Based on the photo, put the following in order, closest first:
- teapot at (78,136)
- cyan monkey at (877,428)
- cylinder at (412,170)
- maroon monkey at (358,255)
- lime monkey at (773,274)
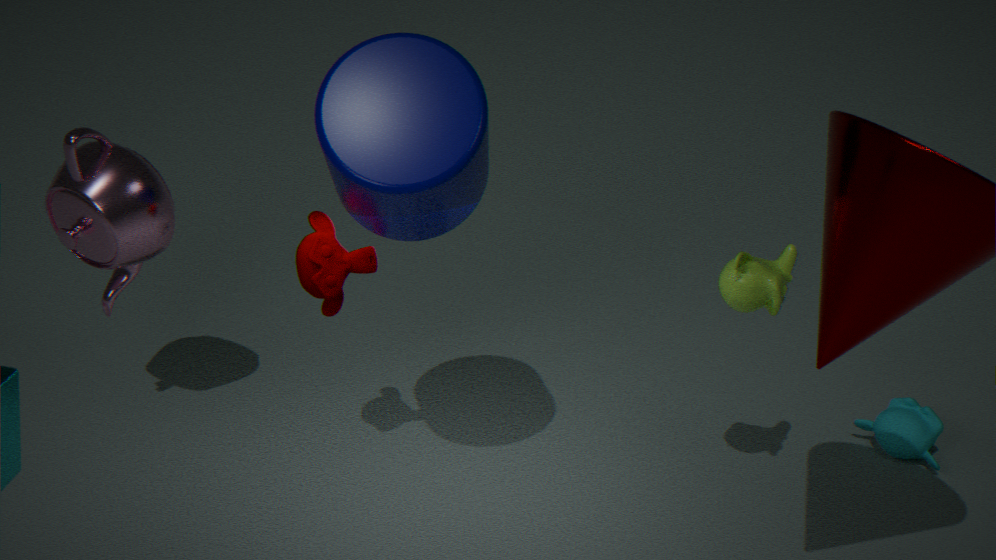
1. cylinder at (412,170)
2. lime monkey at (773,274)
3. maroon monkey at (358,255)
4. teapot at (78,136)
5. cyan monkey at (877,428)
